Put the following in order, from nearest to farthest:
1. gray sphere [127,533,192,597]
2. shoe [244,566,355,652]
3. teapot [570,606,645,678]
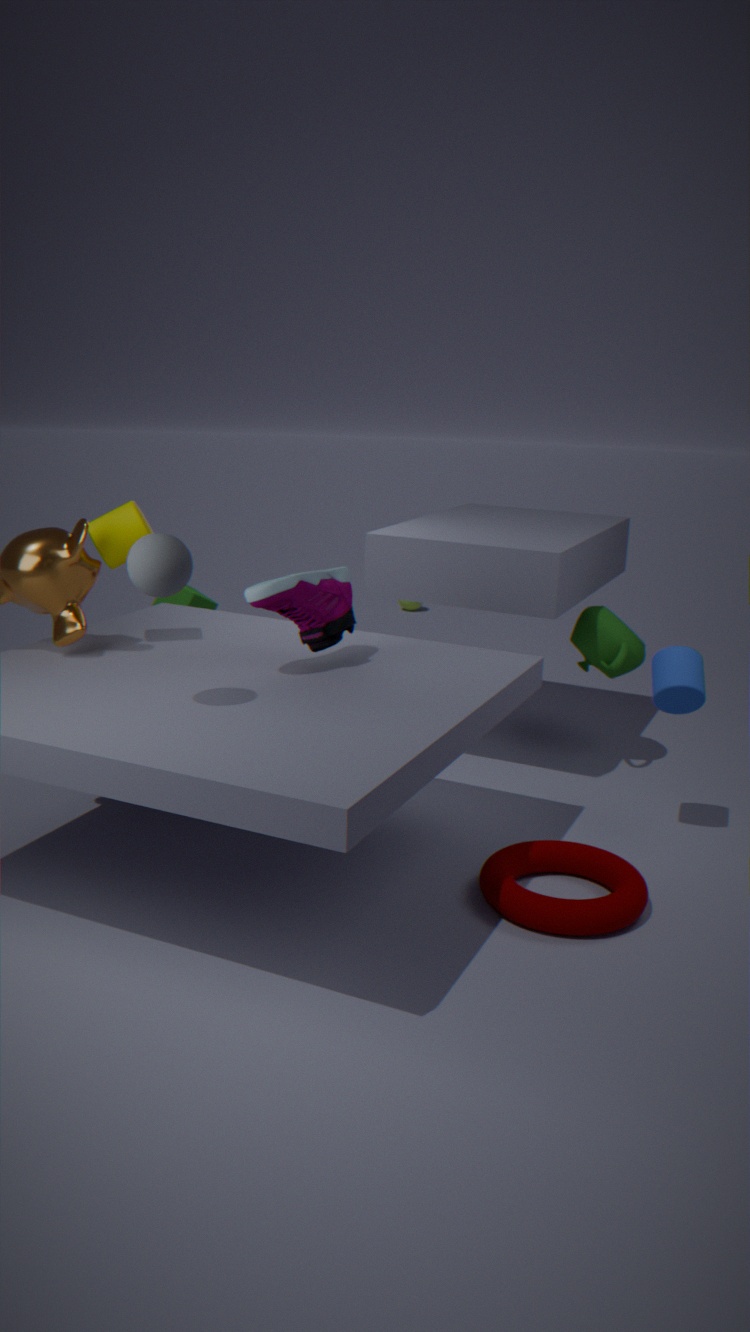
gray sphere [127,533,192,597] → shoe [244,566,355,652] → teapot [570,606,645,678]
